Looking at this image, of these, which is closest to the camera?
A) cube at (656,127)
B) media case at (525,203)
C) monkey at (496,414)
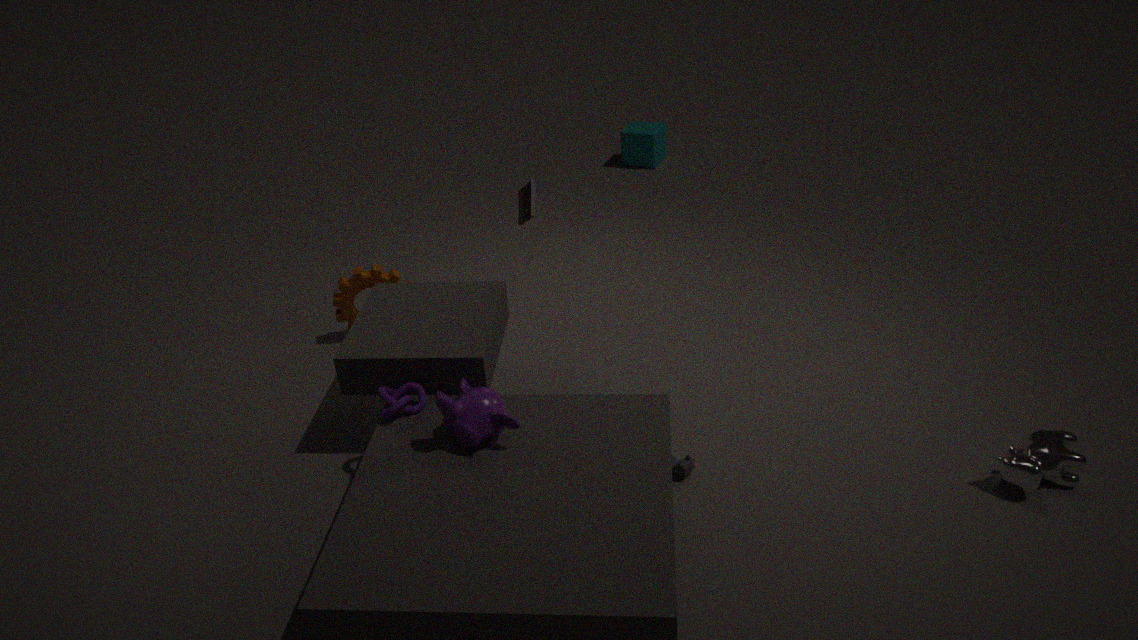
monkey at (496,414)
